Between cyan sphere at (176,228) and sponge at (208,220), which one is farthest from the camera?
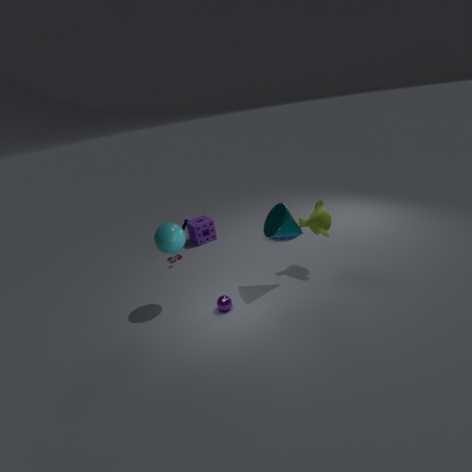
sponge at (208,220)
